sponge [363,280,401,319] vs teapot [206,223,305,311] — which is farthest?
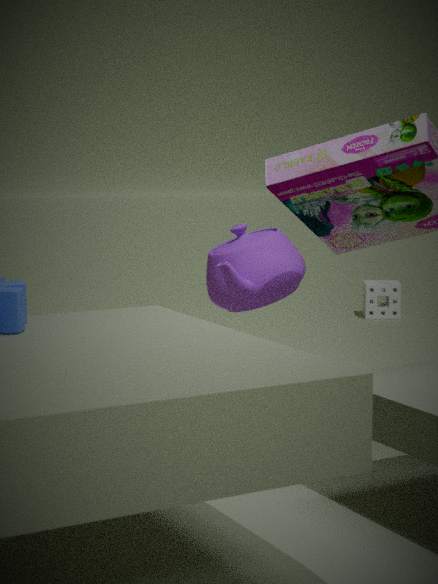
sponge [363,280,401,319]
